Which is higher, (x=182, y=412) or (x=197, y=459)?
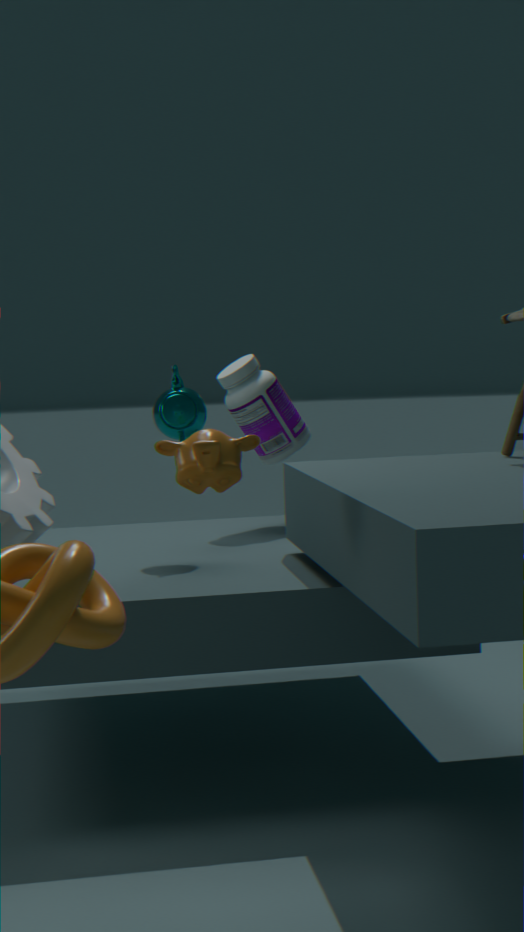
(x=182, y=412)
